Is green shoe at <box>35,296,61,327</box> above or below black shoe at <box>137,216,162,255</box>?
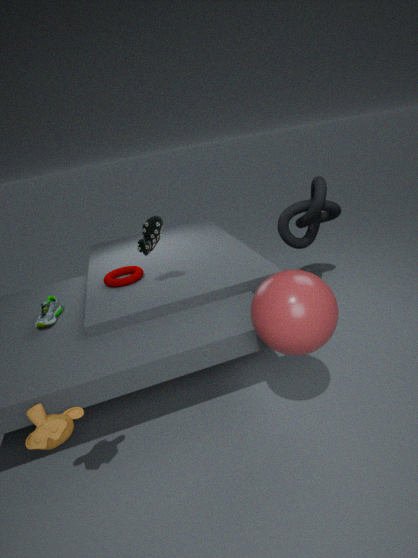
below
